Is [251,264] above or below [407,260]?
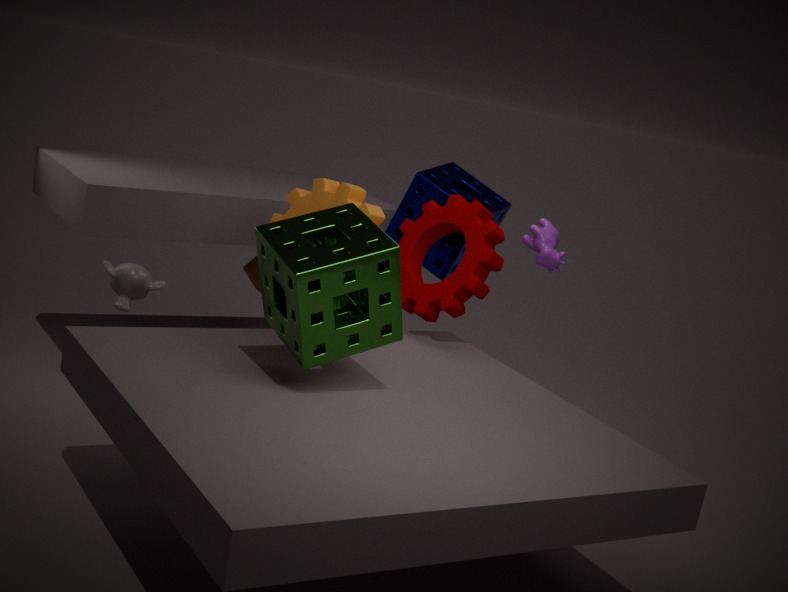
below
